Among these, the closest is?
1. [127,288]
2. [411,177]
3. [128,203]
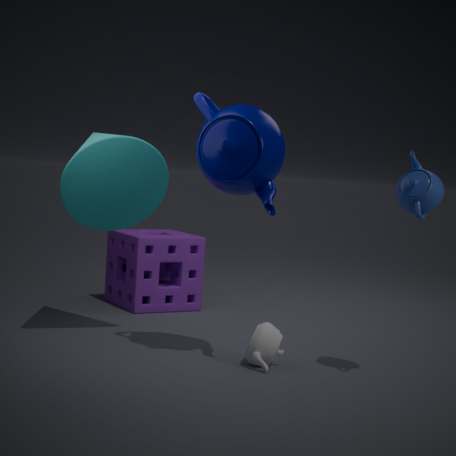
[411,177]
